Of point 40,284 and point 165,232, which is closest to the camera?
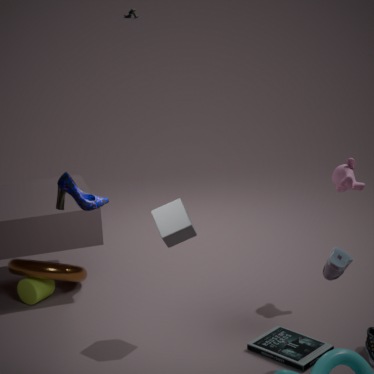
point 165,232
